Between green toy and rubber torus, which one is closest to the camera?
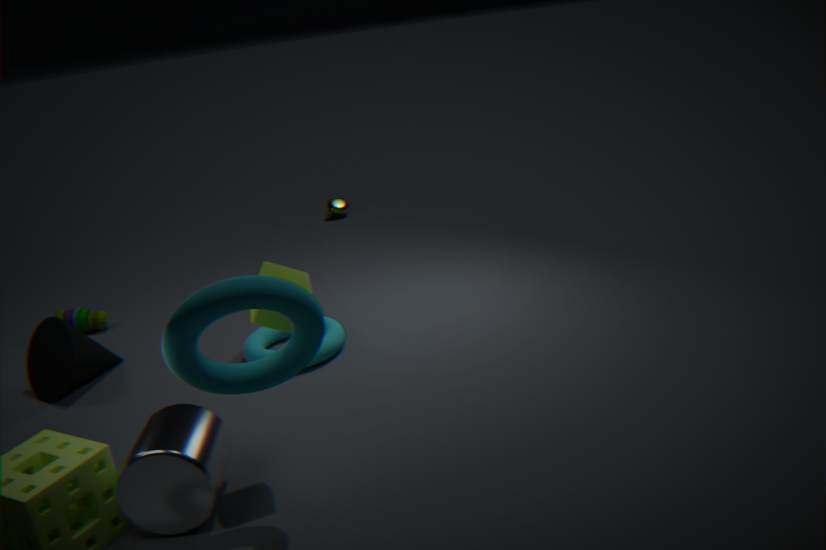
rubber torus
